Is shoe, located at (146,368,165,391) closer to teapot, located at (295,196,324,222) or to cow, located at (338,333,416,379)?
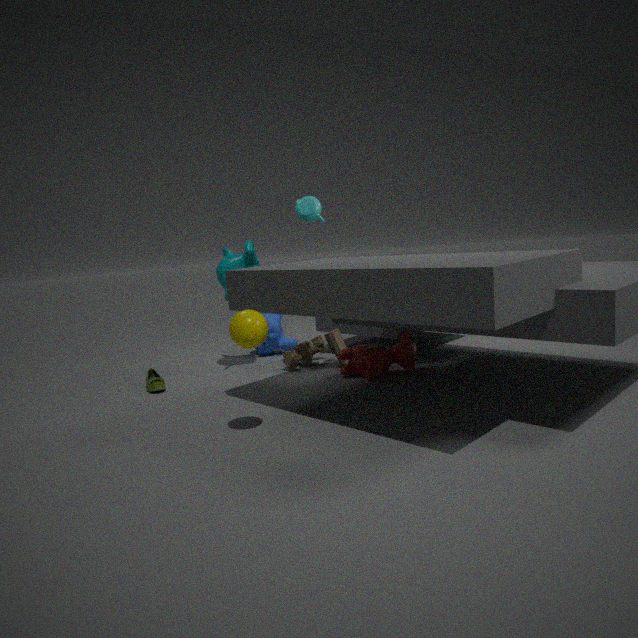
cow, located at (338,333,416,379)
